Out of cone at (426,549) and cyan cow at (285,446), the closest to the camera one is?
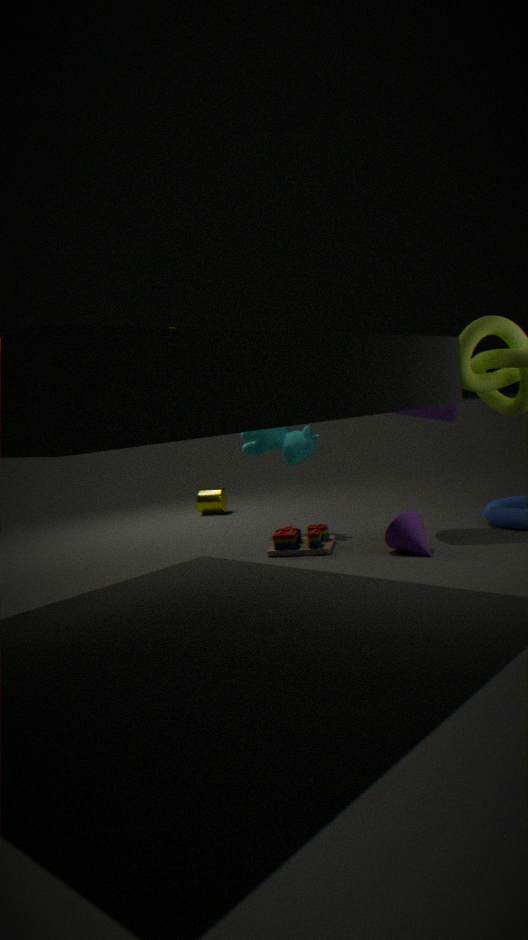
cone at (426,549)
